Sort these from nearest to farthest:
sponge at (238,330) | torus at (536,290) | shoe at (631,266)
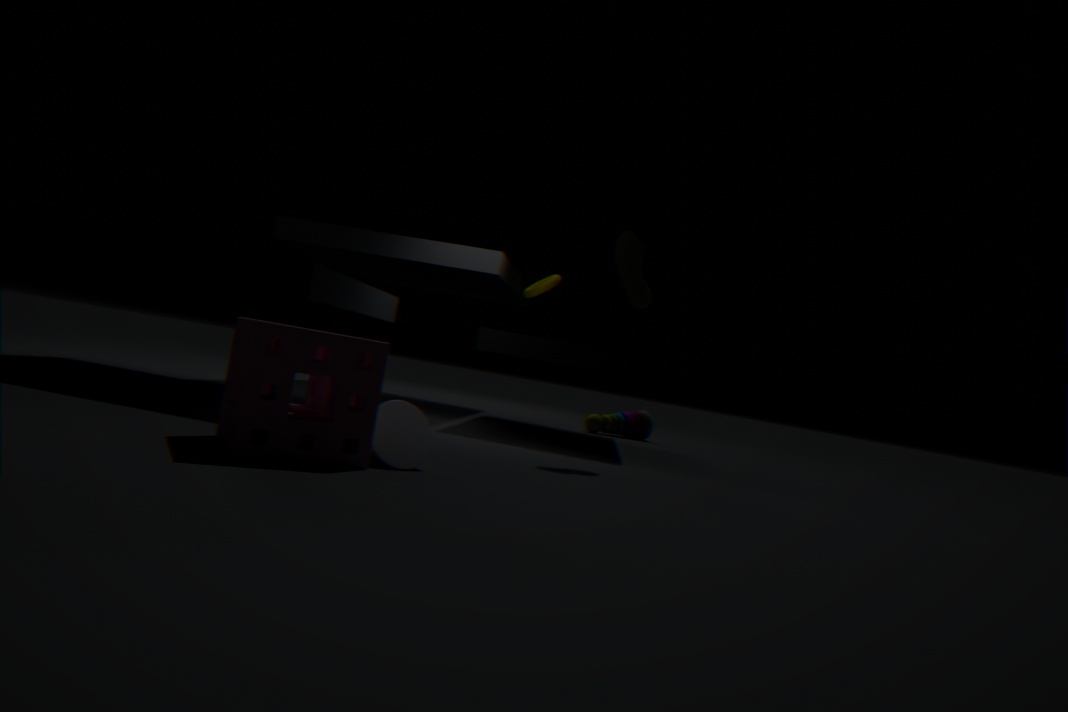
sponge at (238,330), shoe at (631,266), torus at (536,290)
